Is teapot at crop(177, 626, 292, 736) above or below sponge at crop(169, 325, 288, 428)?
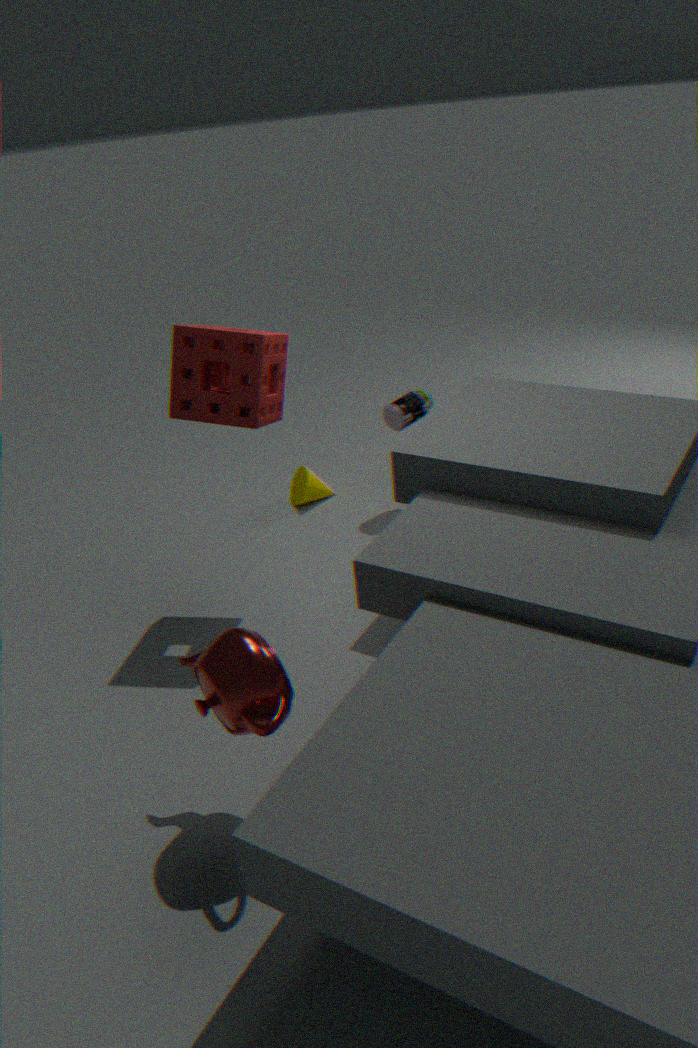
below
